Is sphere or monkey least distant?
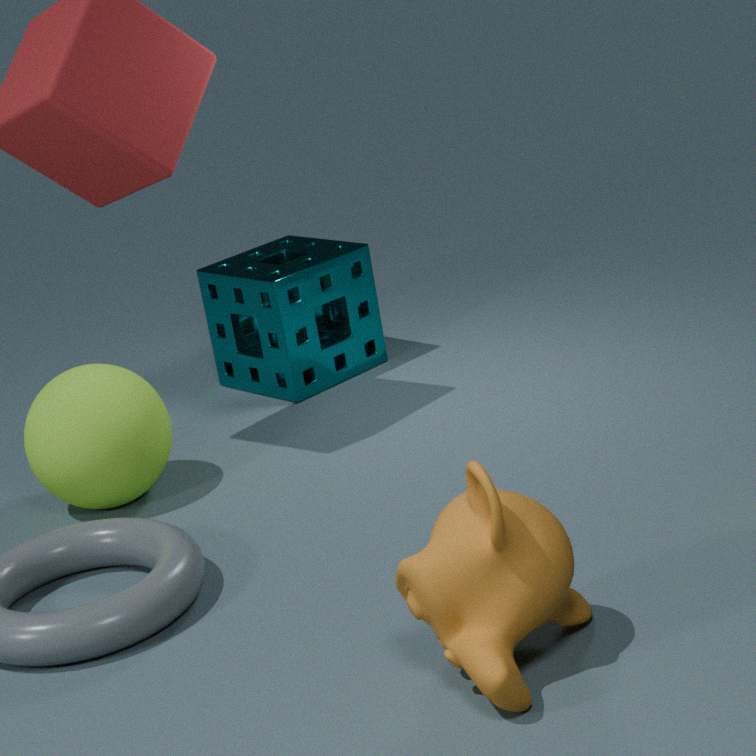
monkey
